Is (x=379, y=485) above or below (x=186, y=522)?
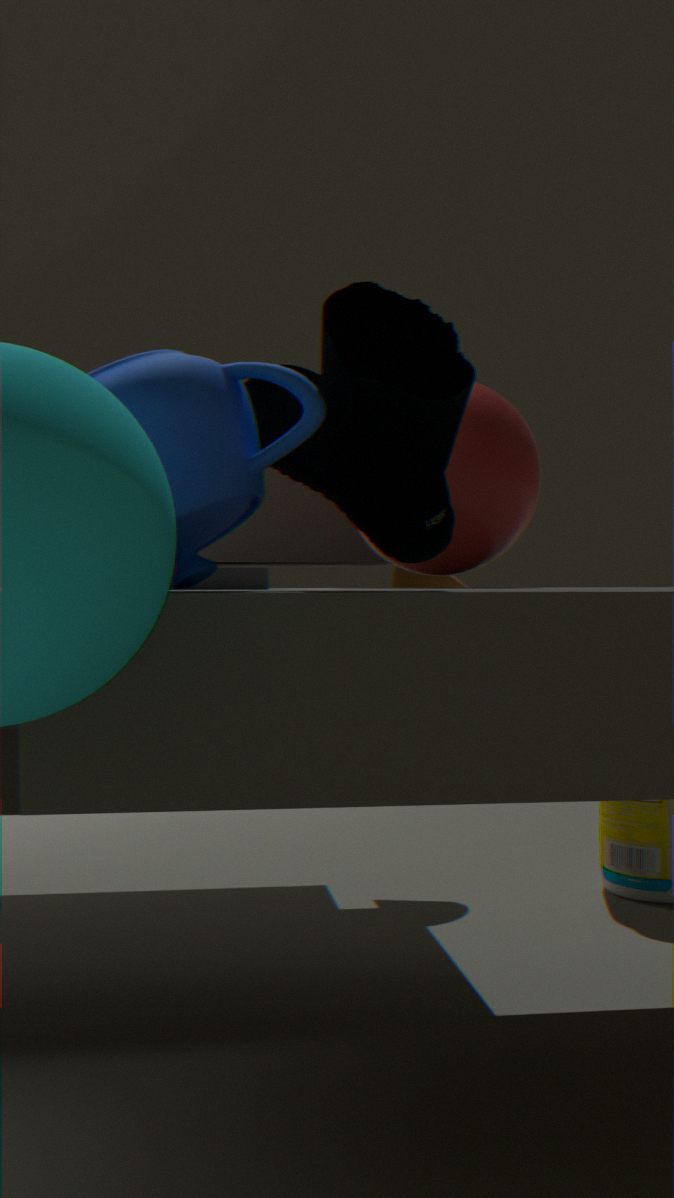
above
